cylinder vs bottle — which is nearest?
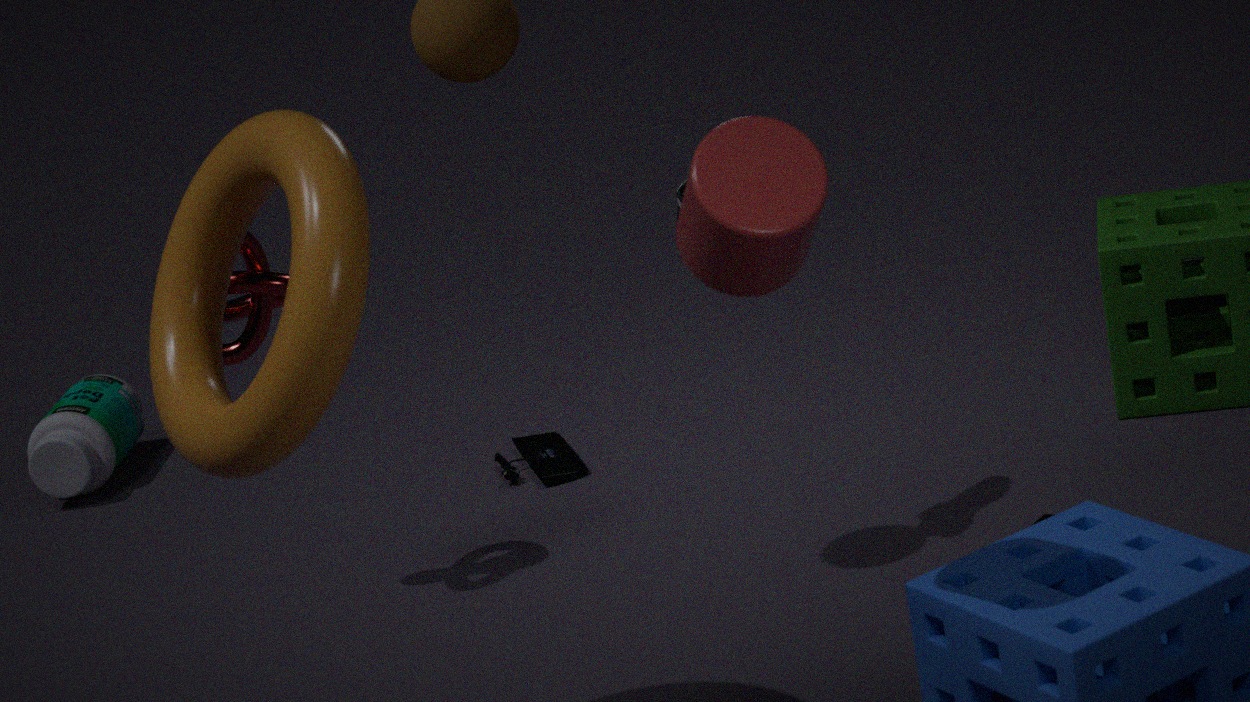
cylinder
